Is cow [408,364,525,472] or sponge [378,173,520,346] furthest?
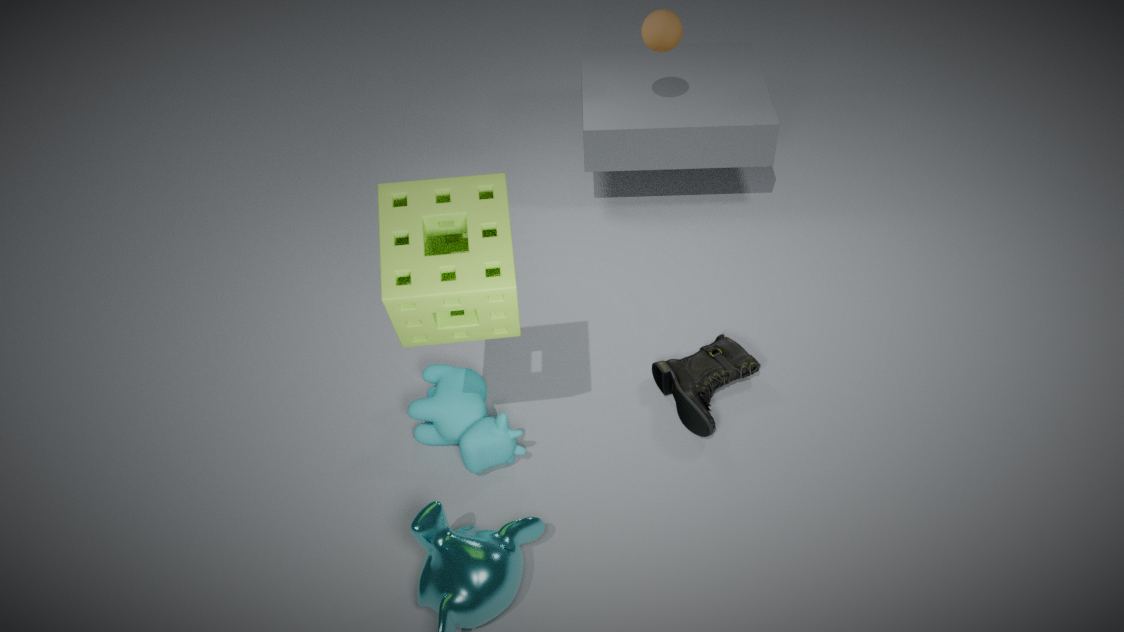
cow [408,364,525,472]
